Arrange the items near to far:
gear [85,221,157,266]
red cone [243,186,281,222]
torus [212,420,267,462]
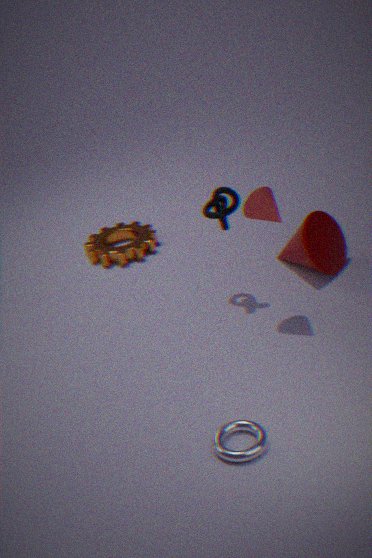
torus [212,420,267,462], red cone [243,186,281,222], gear [85,221,157,266]
